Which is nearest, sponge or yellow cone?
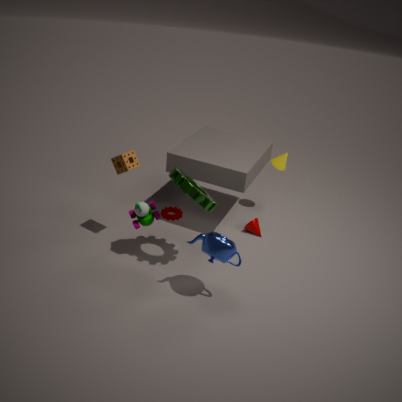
sponge
